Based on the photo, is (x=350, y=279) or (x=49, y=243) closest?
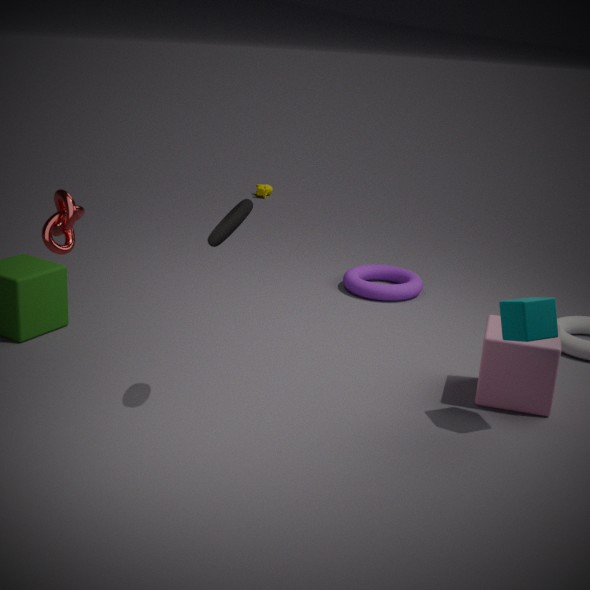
(x=49, y=243)
